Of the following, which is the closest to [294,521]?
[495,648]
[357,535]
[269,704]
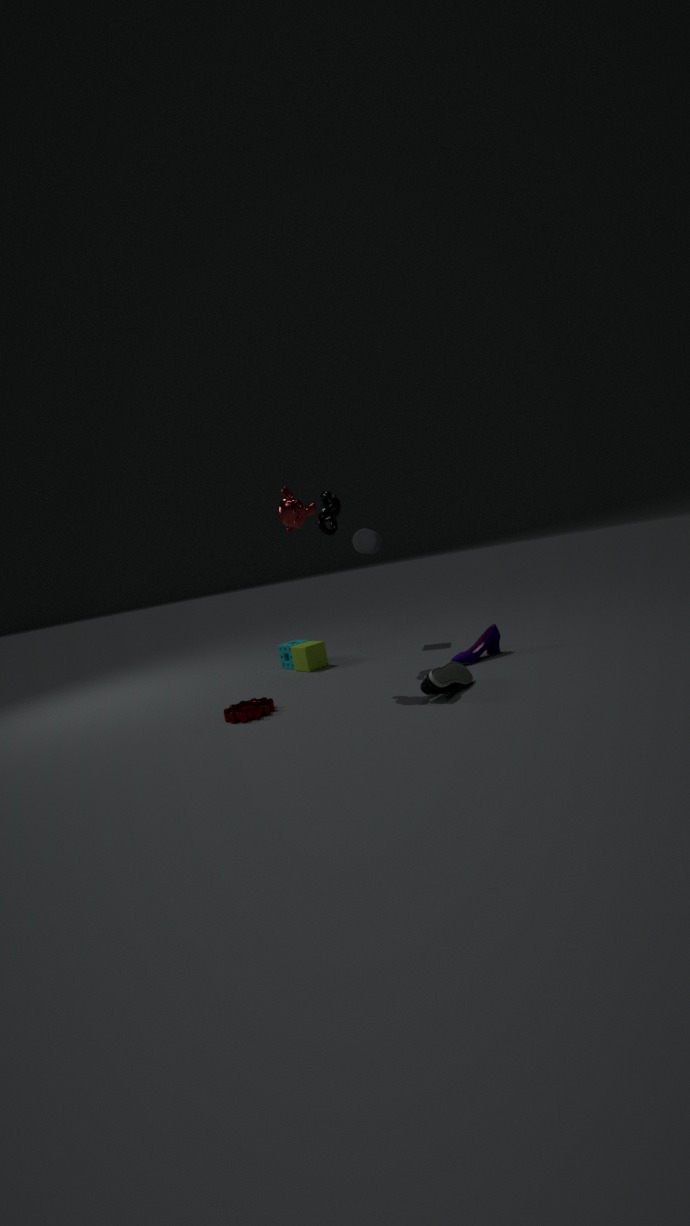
[269,704]
